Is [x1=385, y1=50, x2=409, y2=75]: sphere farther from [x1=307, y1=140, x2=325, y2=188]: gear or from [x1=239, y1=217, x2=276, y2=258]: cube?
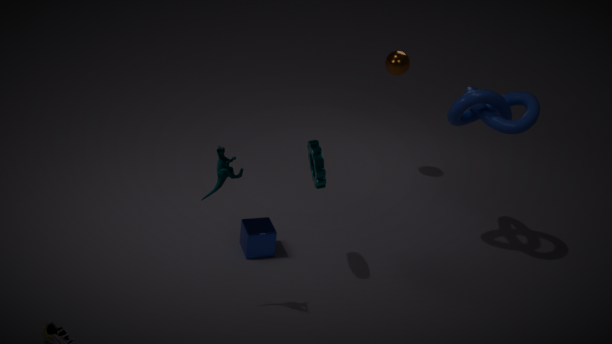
[x1=239, y1=217, x2=276, y2=258]: cube
